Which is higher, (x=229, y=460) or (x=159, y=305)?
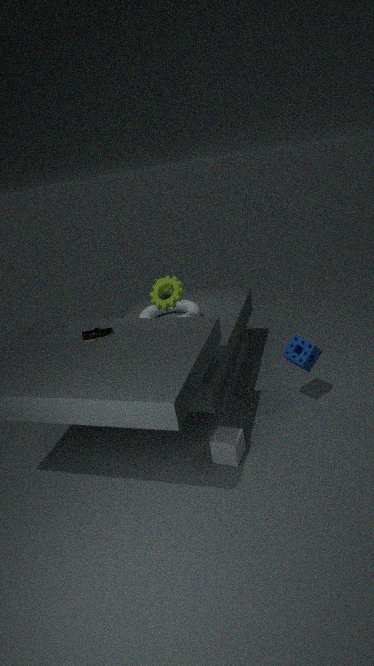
(x=159, y=305)
